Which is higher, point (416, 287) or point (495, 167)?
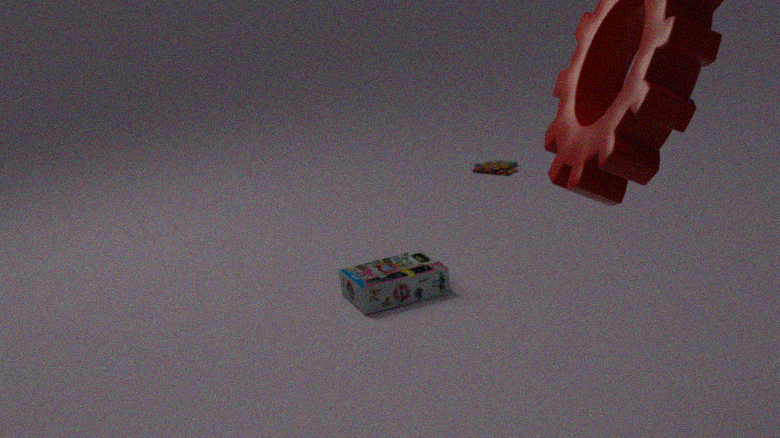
point (416, 287)
